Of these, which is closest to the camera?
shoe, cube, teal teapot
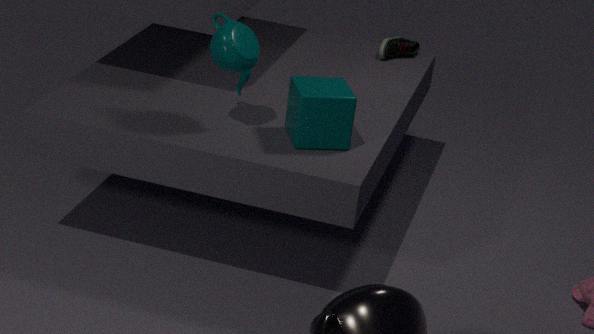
teal teapot
